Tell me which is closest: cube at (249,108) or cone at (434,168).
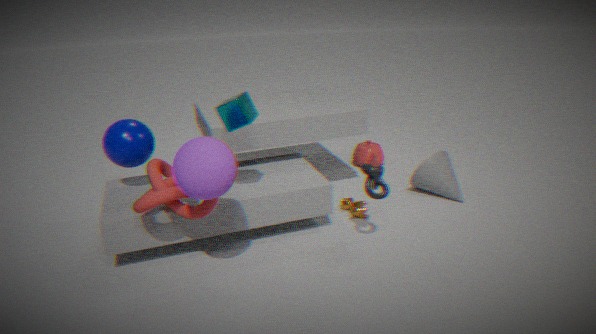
cube at (249,108)
